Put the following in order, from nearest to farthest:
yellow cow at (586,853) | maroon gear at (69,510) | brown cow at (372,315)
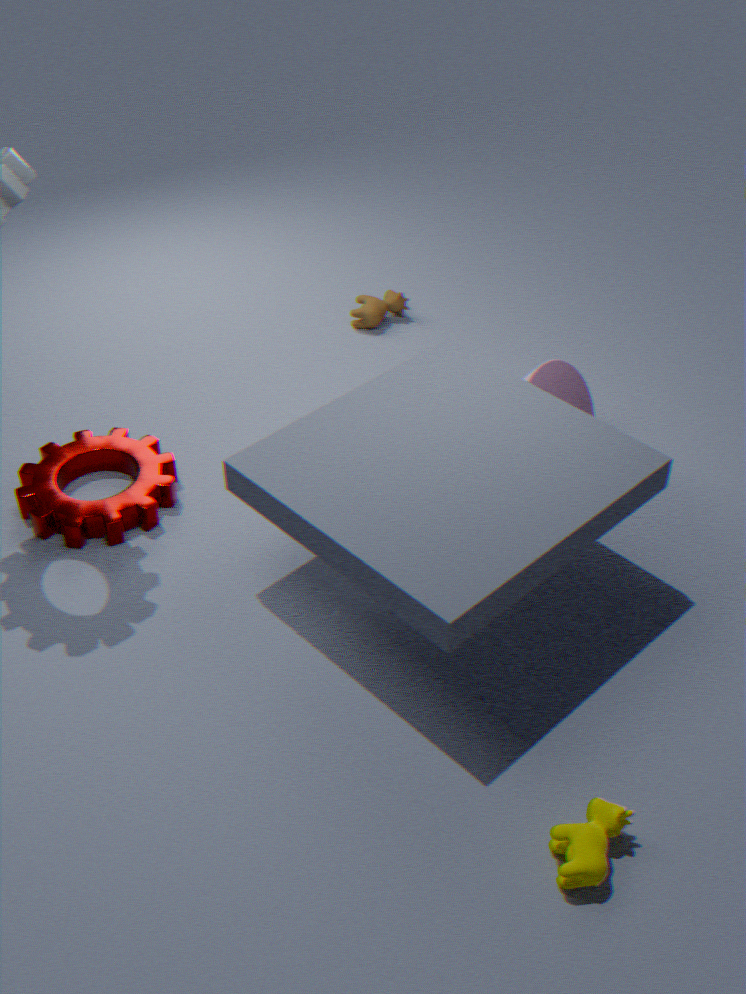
yellow cow at (586,853) < maroon gear at (69,510) < brown cow at (372,315)
